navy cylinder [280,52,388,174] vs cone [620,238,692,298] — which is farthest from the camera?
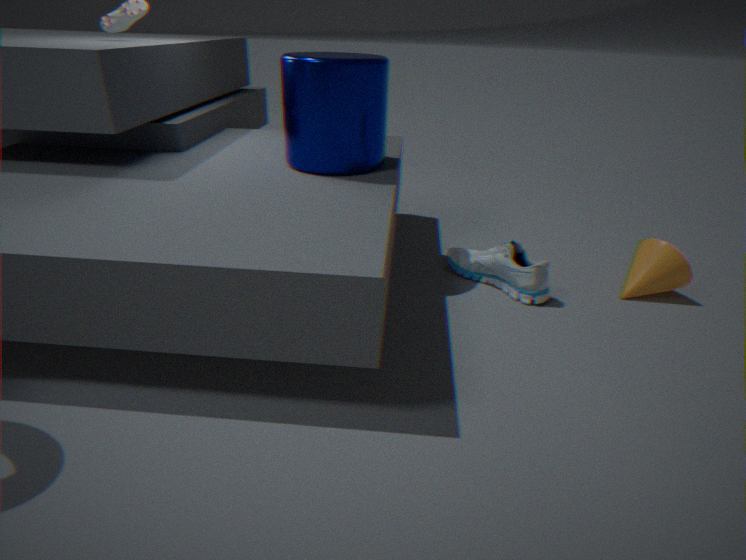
cone [620,238,692,298]
